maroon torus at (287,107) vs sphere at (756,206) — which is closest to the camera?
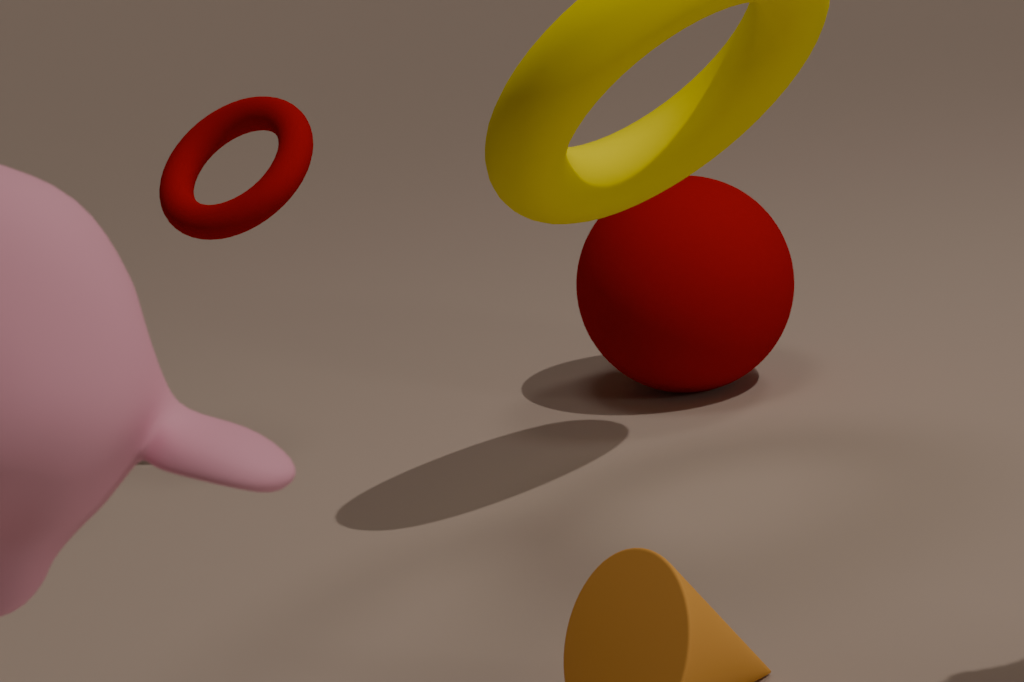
maroon torus at (287,107)
